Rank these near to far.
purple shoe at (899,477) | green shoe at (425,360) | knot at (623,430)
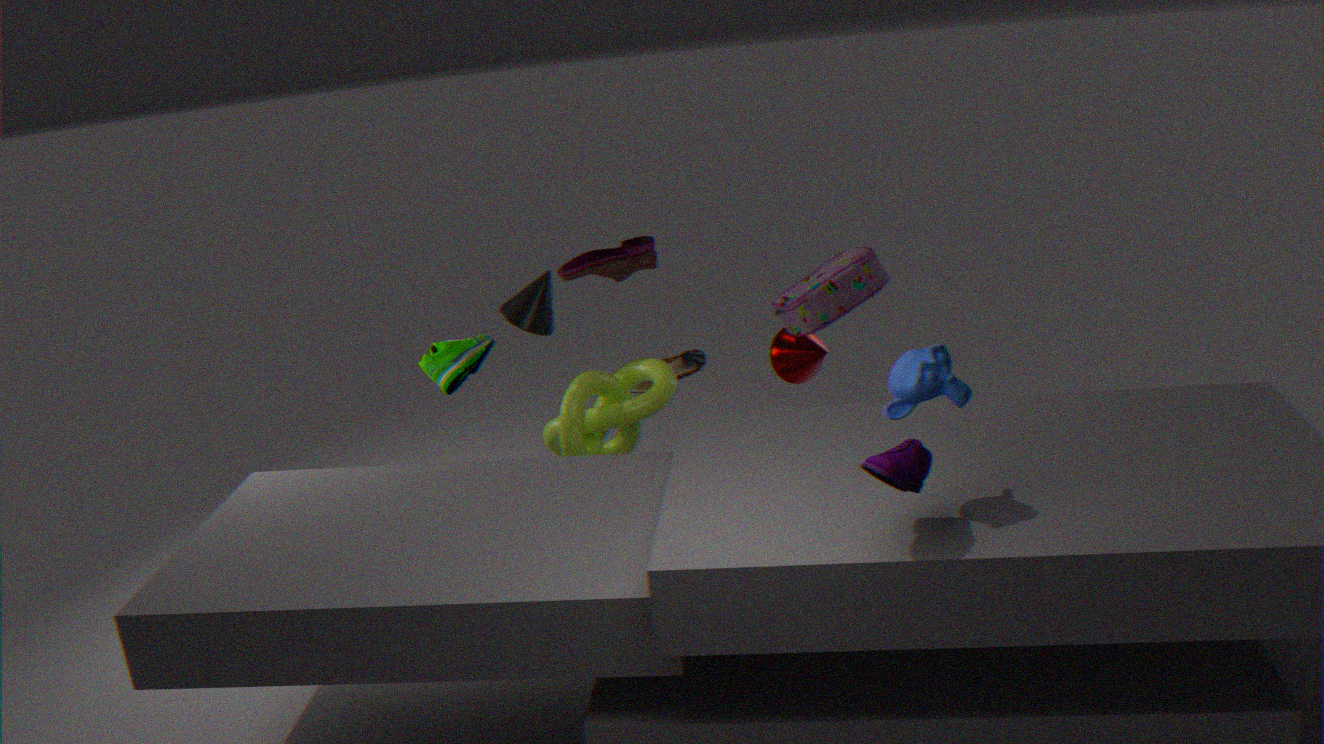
1. purple shoe at (899,477)
2. knot at (623,430)
3. green shoe at (425,360)
